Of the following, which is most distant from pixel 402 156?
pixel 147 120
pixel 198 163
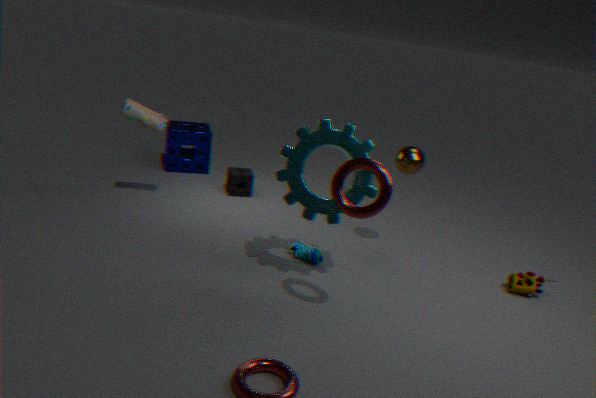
pixel 198 163
